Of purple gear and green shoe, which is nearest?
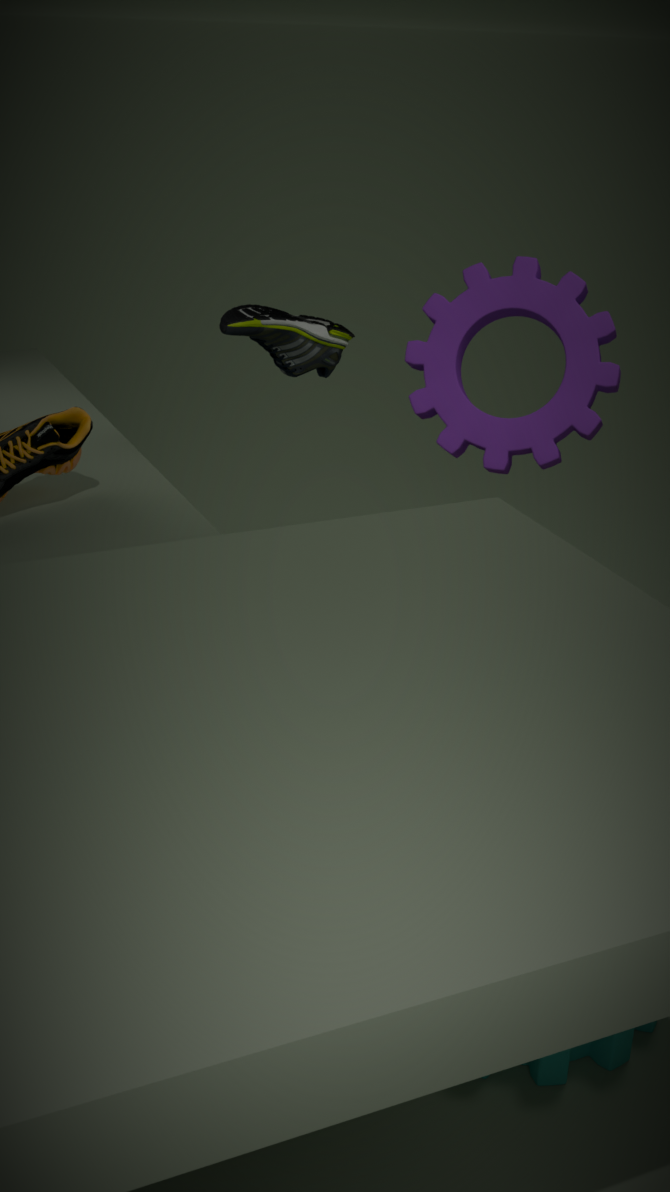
green shoe
